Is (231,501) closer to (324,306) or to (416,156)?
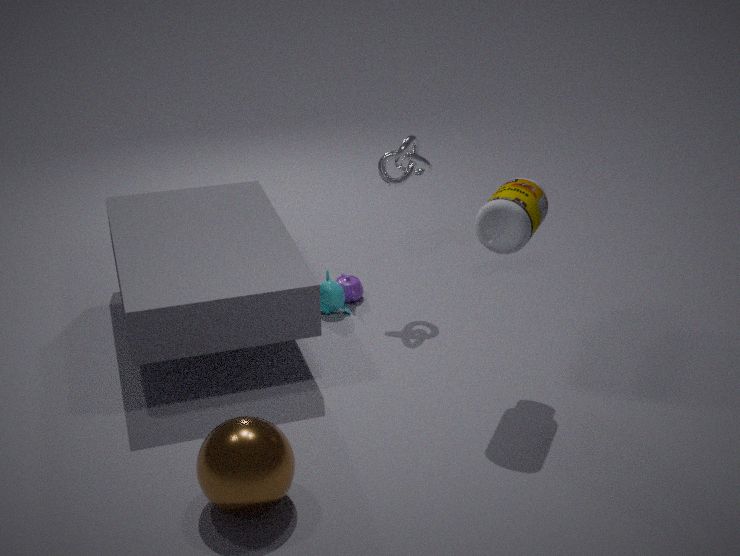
(324,306)
